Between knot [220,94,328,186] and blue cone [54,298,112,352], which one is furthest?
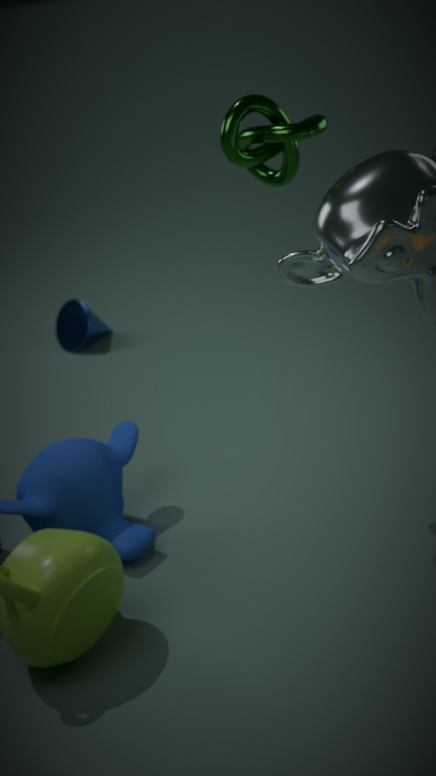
blue cone [54,298,112,352]
